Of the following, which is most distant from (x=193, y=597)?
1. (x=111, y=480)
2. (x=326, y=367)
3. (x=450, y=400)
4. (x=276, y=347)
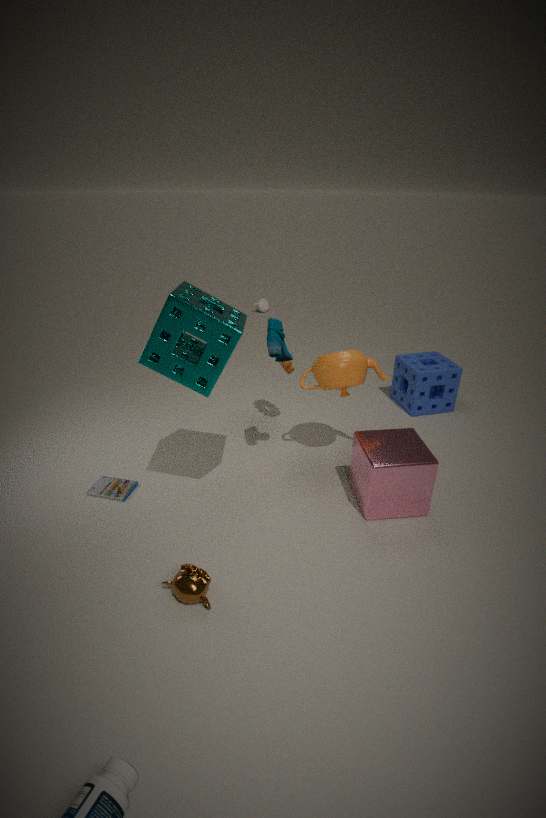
(x=450, y=400)
